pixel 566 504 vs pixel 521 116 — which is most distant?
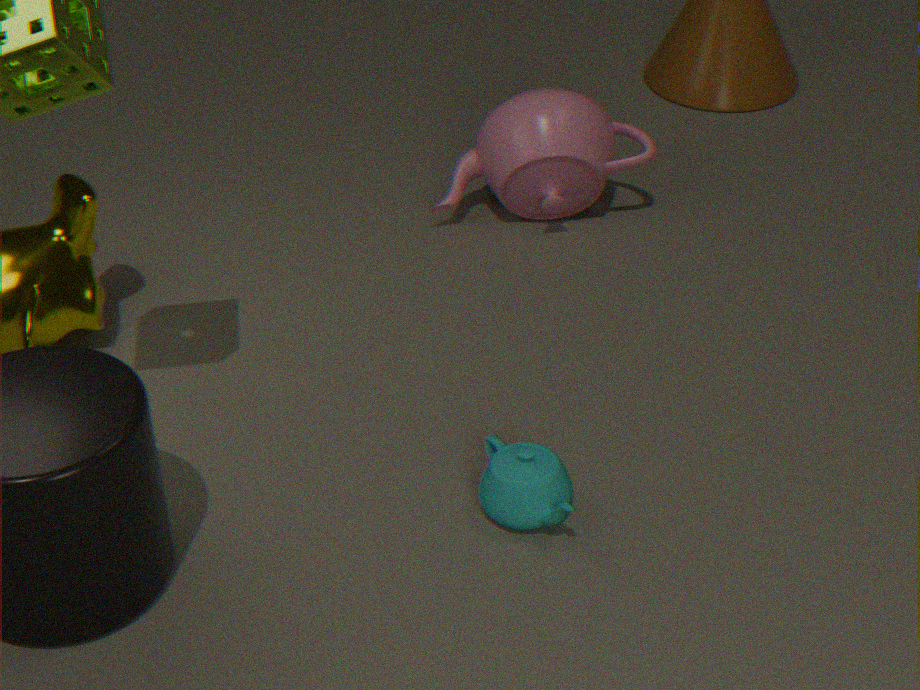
pixel 521 116
